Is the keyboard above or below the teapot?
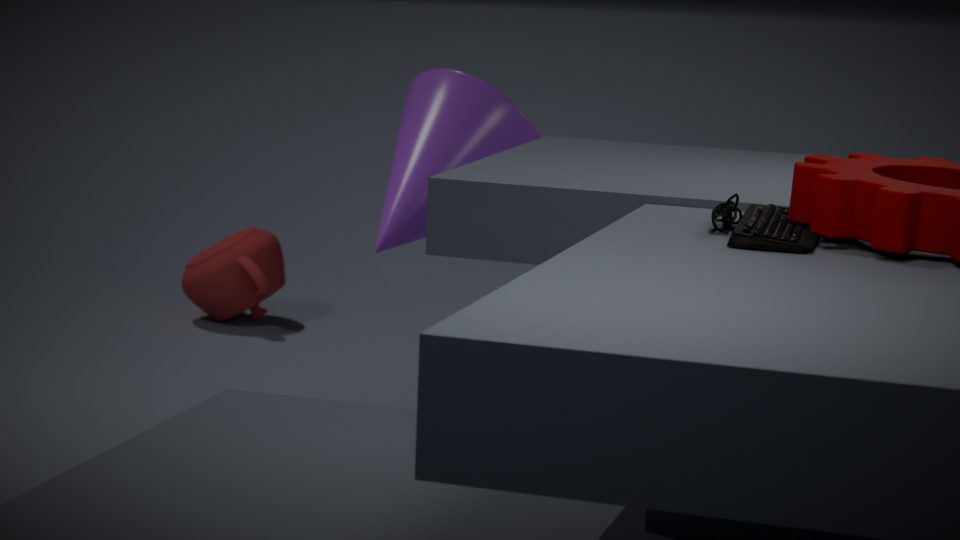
above
